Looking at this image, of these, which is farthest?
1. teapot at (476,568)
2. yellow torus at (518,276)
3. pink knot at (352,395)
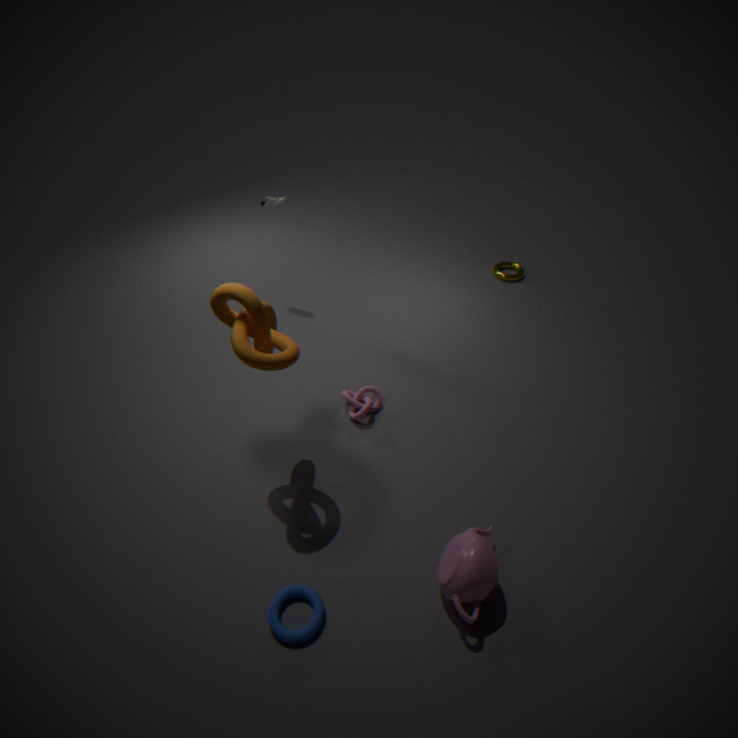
yellow torus at (518,276)
